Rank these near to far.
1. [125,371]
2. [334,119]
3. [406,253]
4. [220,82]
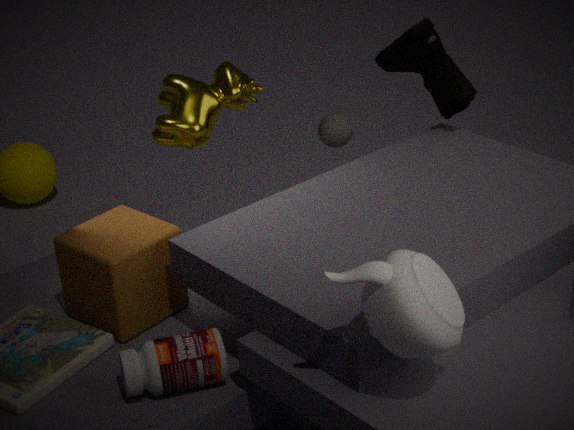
[406,253]
[125,371]
[220,82]
[334,119]
